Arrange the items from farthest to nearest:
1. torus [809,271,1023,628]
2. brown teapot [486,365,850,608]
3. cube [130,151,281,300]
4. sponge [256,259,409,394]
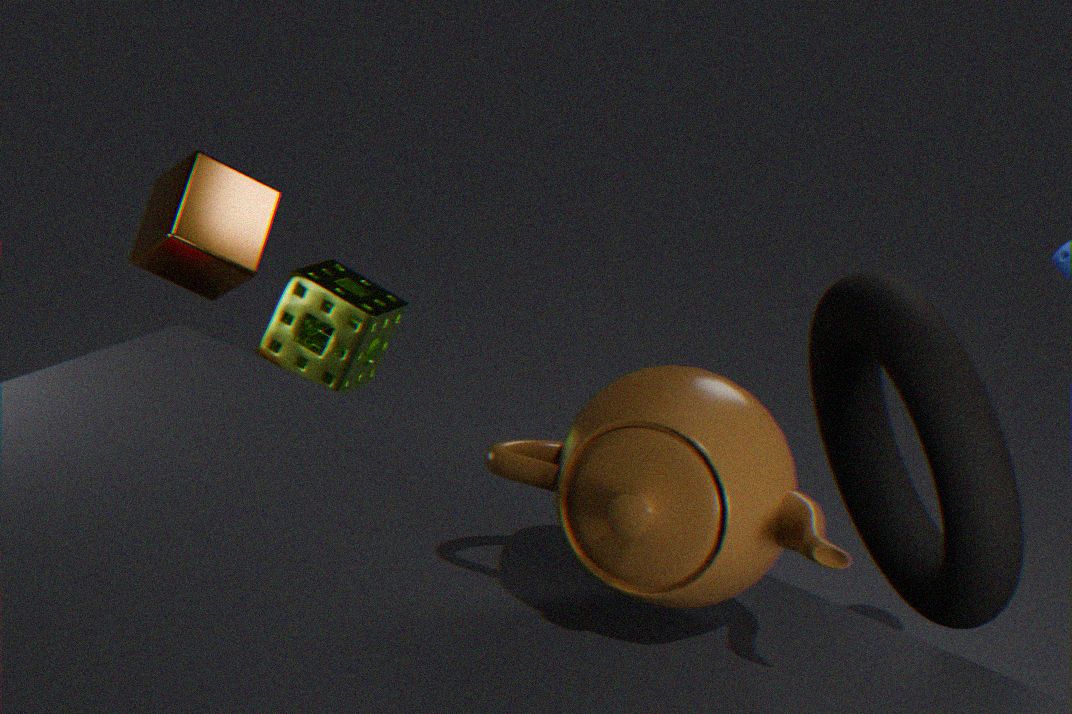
sponge [256,259,409,394], cube [130,151,281,300], torus [809,271,1023,628], brown teapot [486,365,850,608]
